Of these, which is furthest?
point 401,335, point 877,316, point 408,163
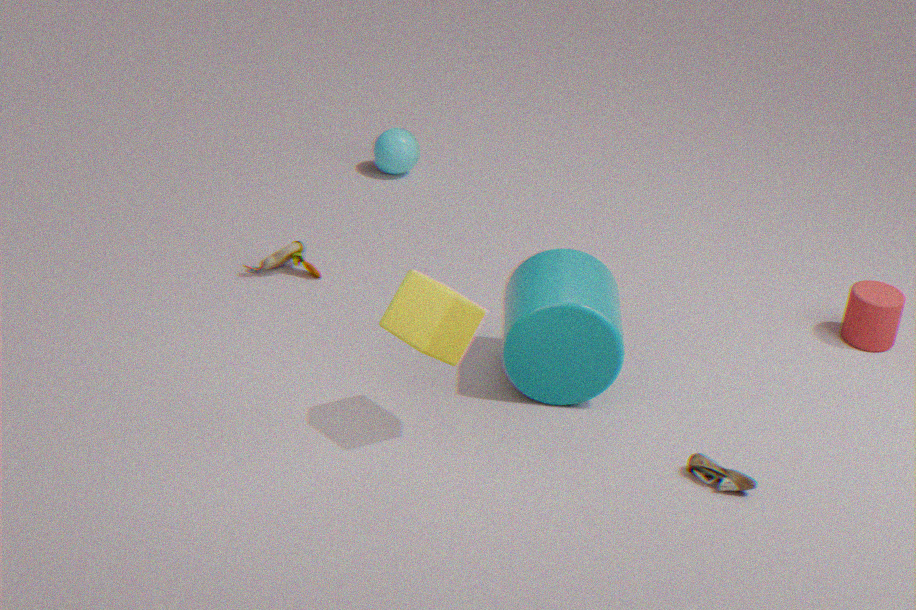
point 408,163
